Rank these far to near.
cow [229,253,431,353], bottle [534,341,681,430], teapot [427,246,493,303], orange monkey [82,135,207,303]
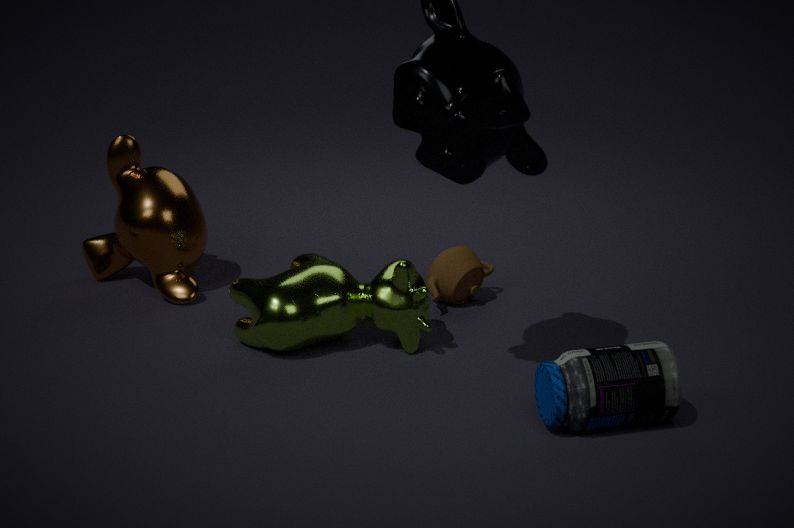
orange monkey [82,135,207,303] → teapot [427,246,493,303] → cow [229,253,431,353] → bottle [534,341,681,430]
